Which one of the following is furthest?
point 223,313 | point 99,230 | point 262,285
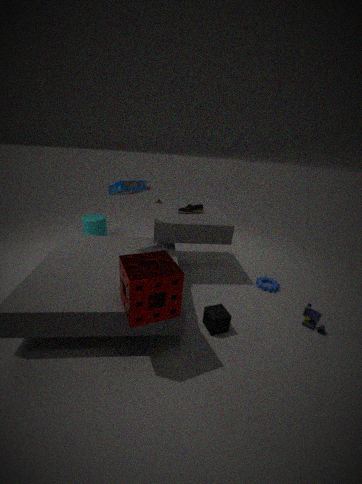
point 99,230
